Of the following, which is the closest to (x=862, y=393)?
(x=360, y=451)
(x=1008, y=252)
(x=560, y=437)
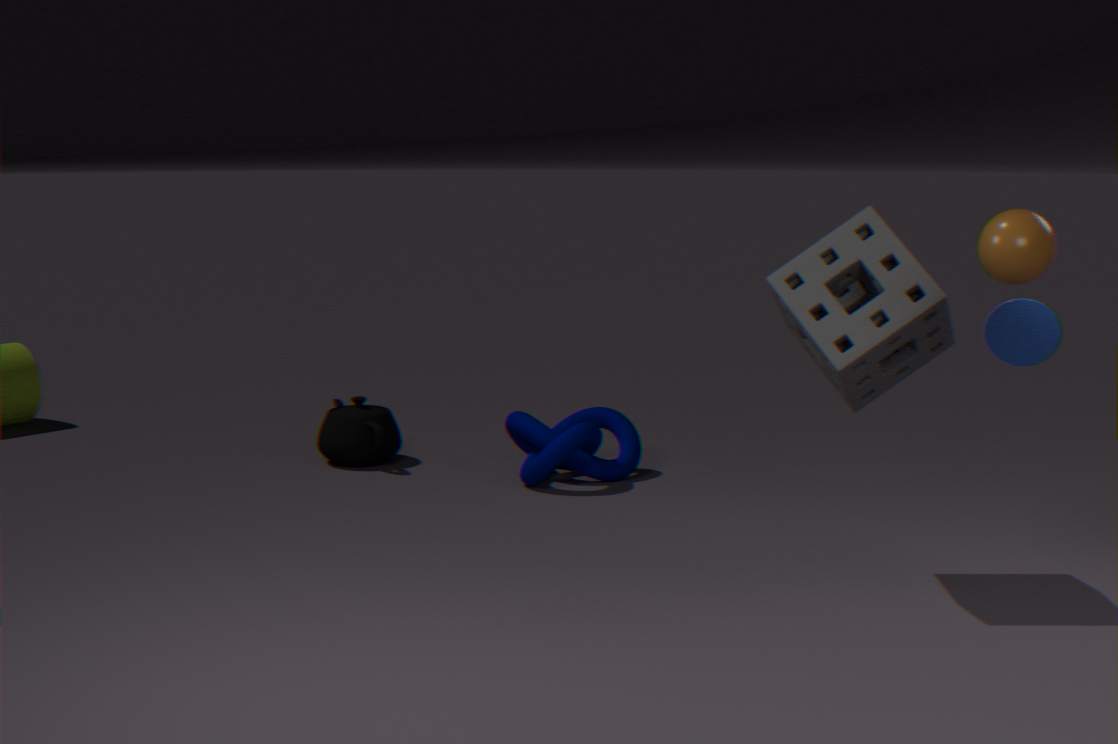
(x=1008, y=252)
